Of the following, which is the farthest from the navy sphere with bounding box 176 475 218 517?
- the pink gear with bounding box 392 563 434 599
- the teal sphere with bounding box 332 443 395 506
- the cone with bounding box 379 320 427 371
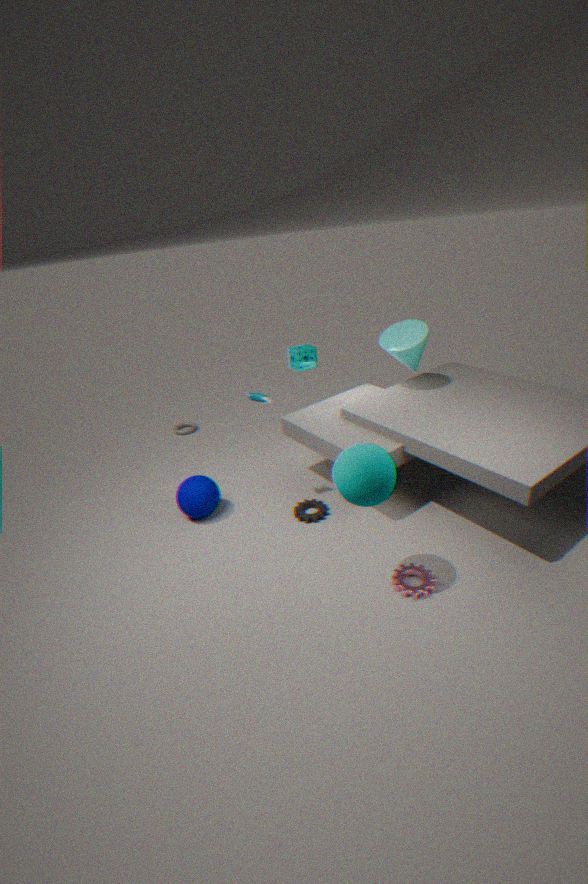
the cone with bounding box 379 320 427 371
